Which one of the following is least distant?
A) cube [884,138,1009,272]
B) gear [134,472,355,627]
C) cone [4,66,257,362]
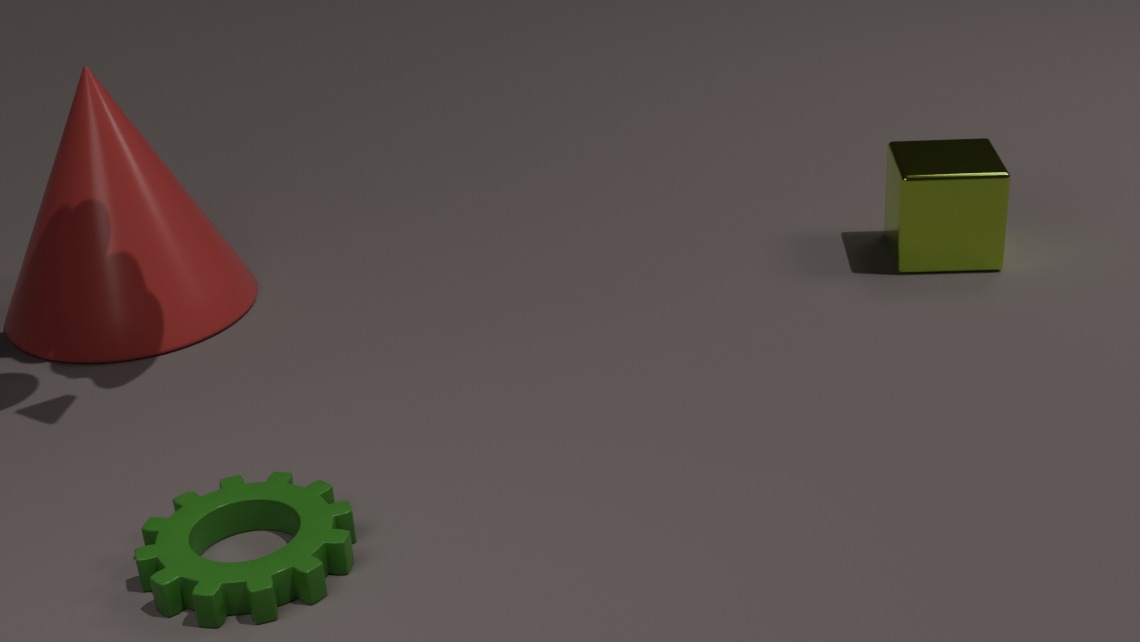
gear [134,472,355,627]
